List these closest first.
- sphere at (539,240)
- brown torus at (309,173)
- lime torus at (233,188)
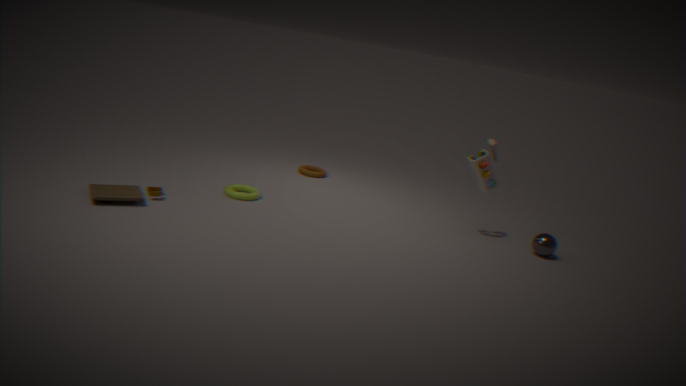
sphere at (539,240)
lime torus at (233,188)
brown torus at (309,173)
